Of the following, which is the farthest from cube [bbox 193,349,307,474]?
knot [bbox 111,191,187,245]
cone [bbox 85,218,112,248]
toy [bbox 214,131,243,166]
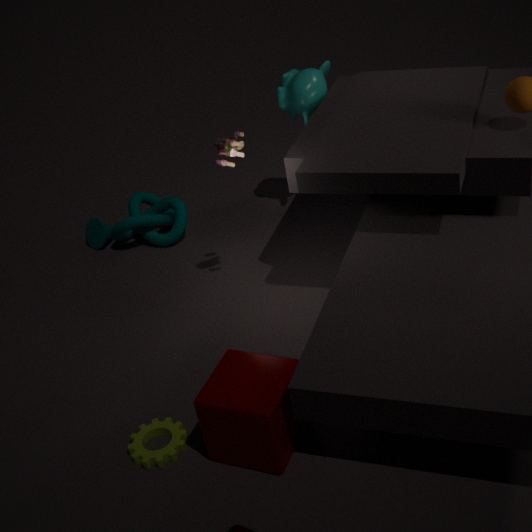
cone [bbox 85,218,112,248]
